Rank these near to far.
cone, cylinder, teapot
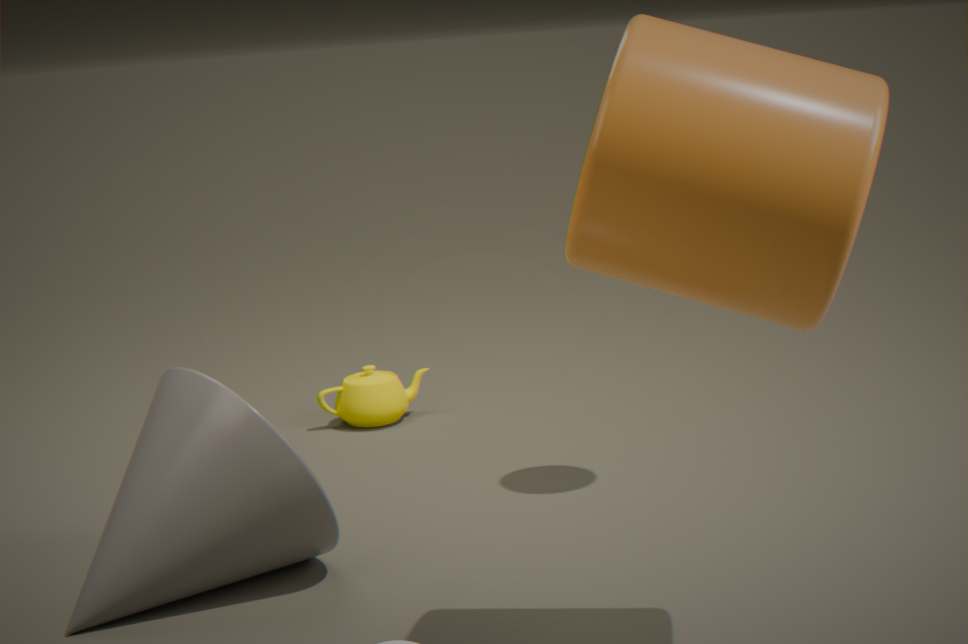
cylinder
cone
teapot
